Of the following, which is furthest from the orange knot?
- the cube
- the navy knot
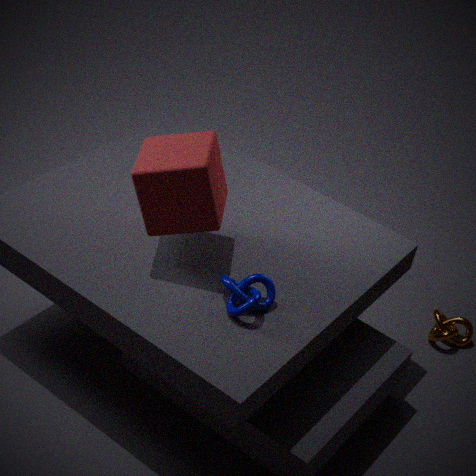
the cube
